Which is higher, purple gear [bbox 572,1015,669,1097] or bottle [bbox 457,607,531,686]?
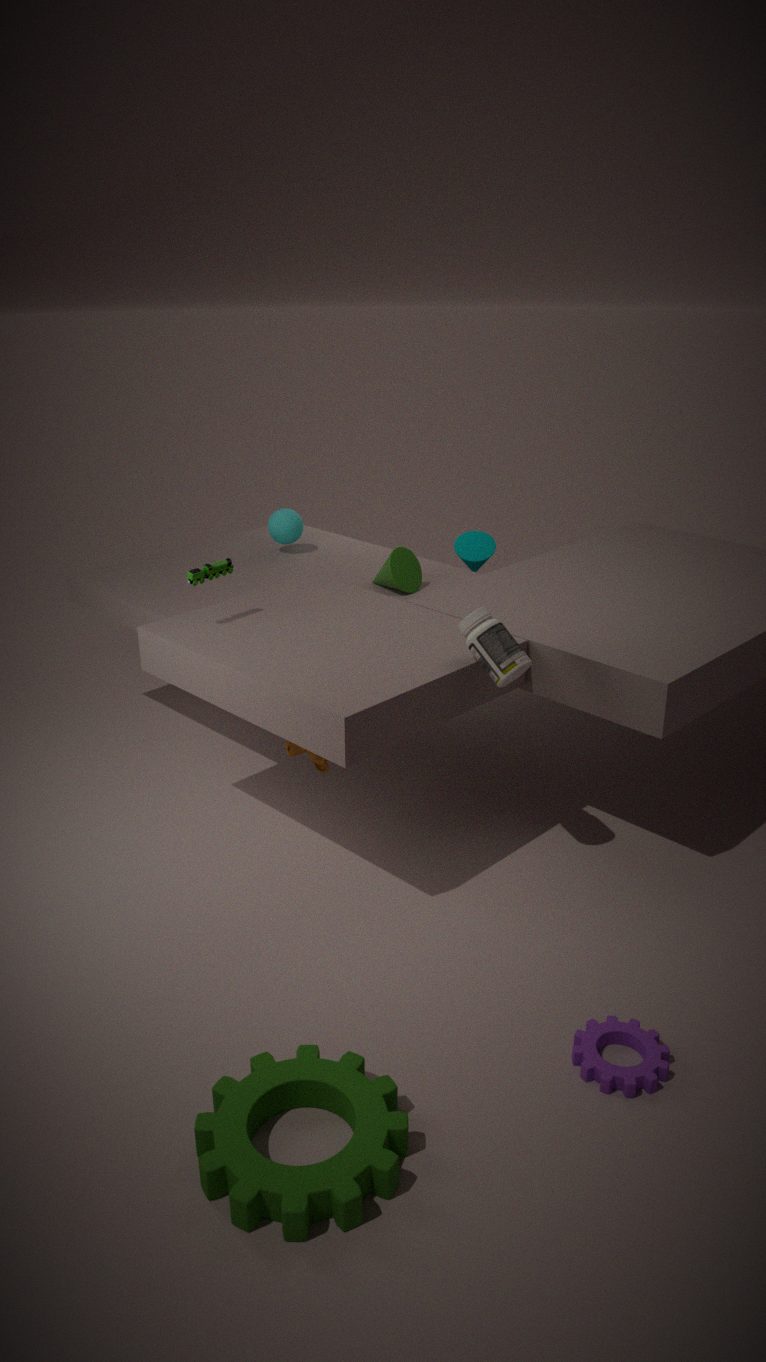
bottle [bbox 457,607,531,686]
